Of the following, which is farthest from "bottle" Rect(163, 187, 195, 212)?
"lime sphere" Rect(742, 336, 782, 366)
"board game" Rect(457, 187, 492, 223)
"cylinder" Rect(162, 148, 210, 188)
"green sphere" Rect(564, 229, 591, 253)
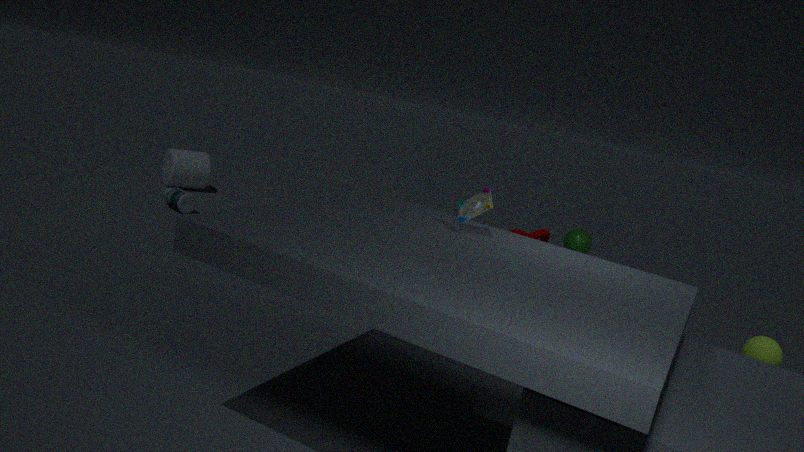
"lime sphere" Rect(742, 336, 782, 366)
